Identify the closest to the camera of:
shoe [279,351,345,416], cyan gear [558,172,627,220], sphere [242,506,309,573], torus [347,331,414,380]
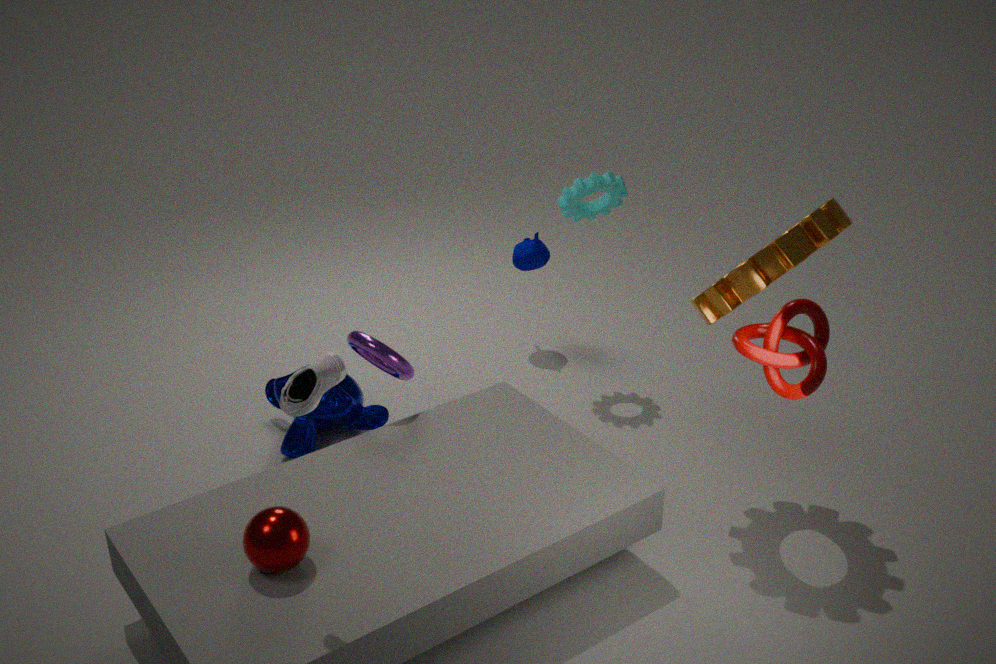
shoe [279,351,345,416]
